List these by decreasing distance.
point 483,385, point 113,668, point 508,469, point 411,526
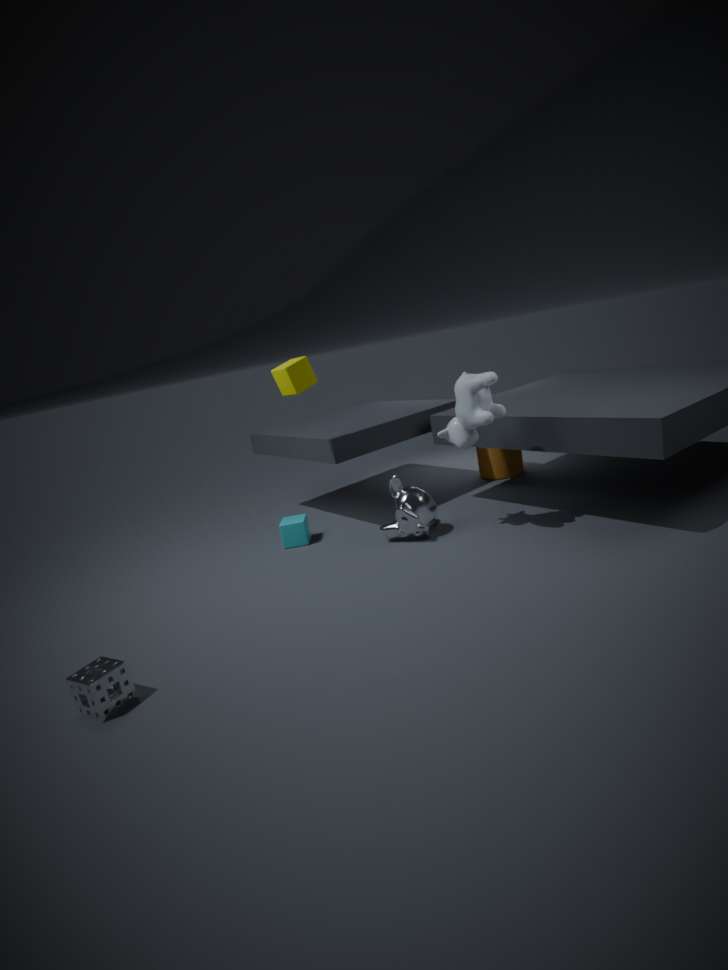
point 508,469
point 411,526
point 483,385
point 113,668
